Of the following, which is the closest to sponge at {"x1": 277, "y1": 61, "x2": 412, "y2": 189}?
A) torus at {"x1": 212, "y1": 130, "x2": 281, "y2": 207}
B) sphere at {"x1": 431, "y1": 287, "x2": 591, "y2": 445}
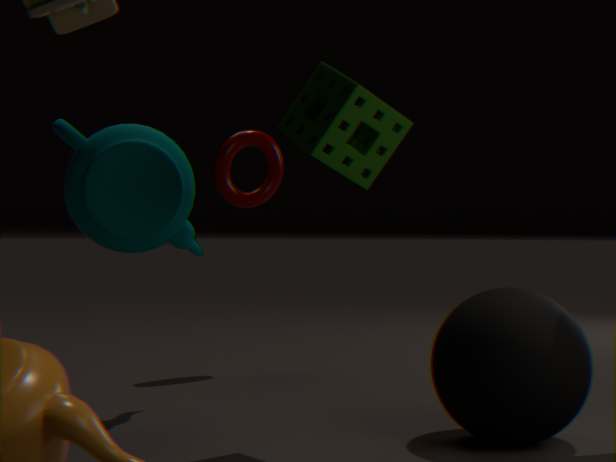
sphere at {"x1": 431, "y1": 287, "x2": 591, "y2": 445}
